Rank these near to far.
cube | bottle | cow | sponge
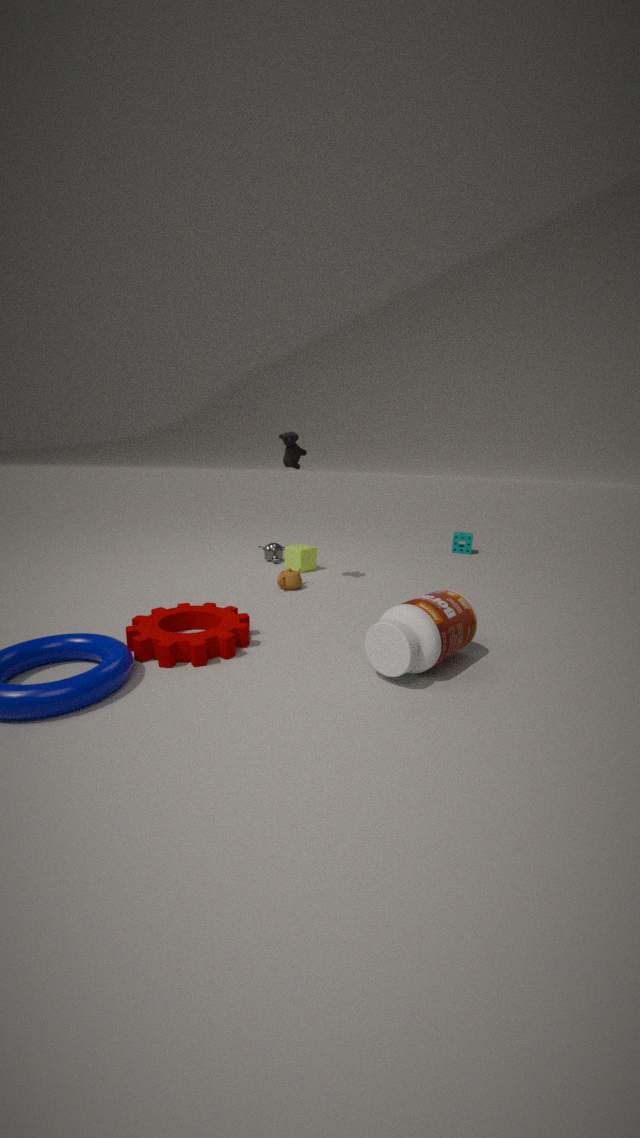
bottle
cow
cube
sponge
